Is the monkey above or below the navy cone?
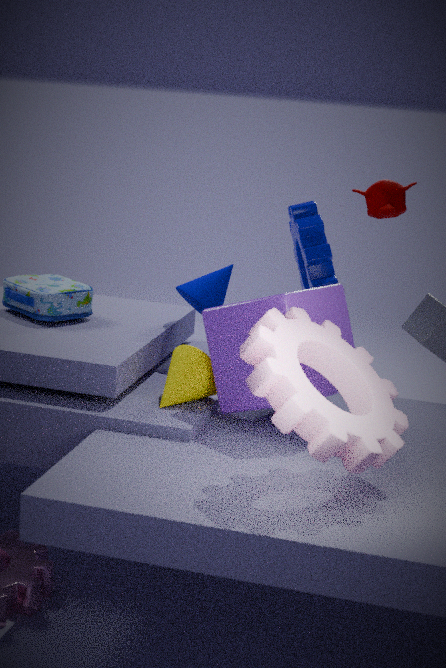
above
